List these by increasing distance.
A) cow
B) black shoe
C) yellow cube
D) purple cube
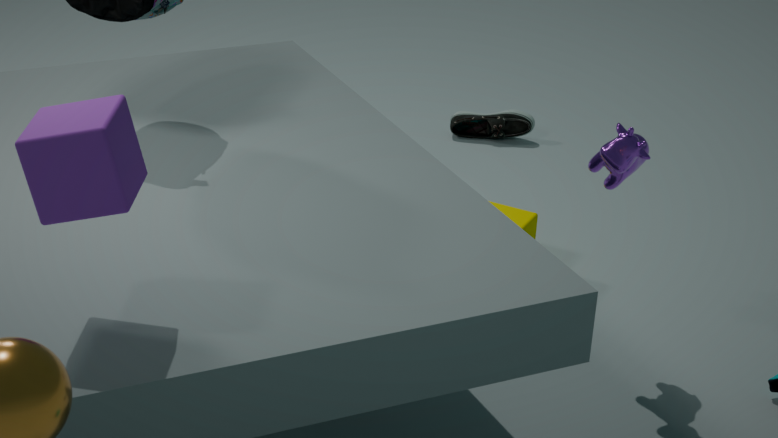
purple cube, cow, yellow cube, black shoe
